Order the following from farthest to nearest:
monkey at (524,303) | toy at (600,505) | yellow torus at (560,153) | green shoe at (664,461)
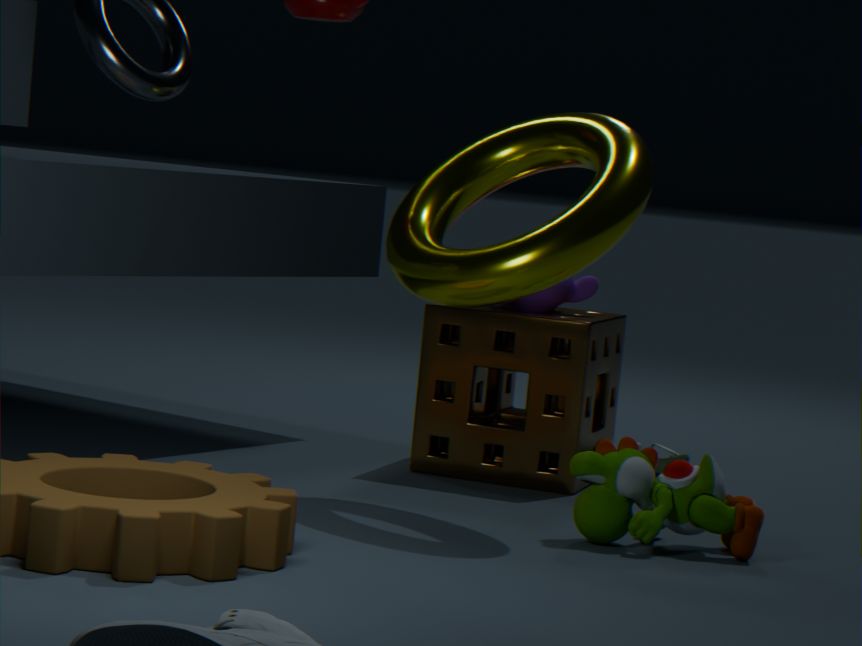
green shoe at (664,461) → monkey at (524,303) → yellow torus at (560,153) → toy at (600,505)
